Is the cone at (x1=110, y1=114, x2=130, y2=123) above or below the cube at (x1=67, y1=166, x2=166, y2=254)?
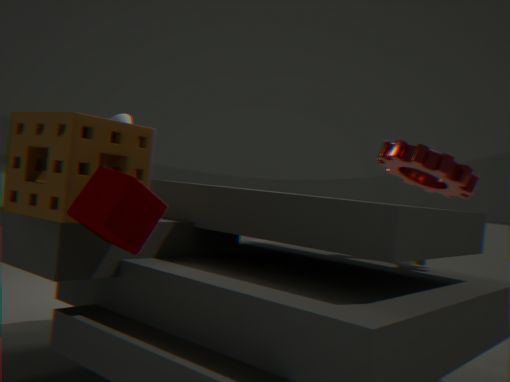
above
